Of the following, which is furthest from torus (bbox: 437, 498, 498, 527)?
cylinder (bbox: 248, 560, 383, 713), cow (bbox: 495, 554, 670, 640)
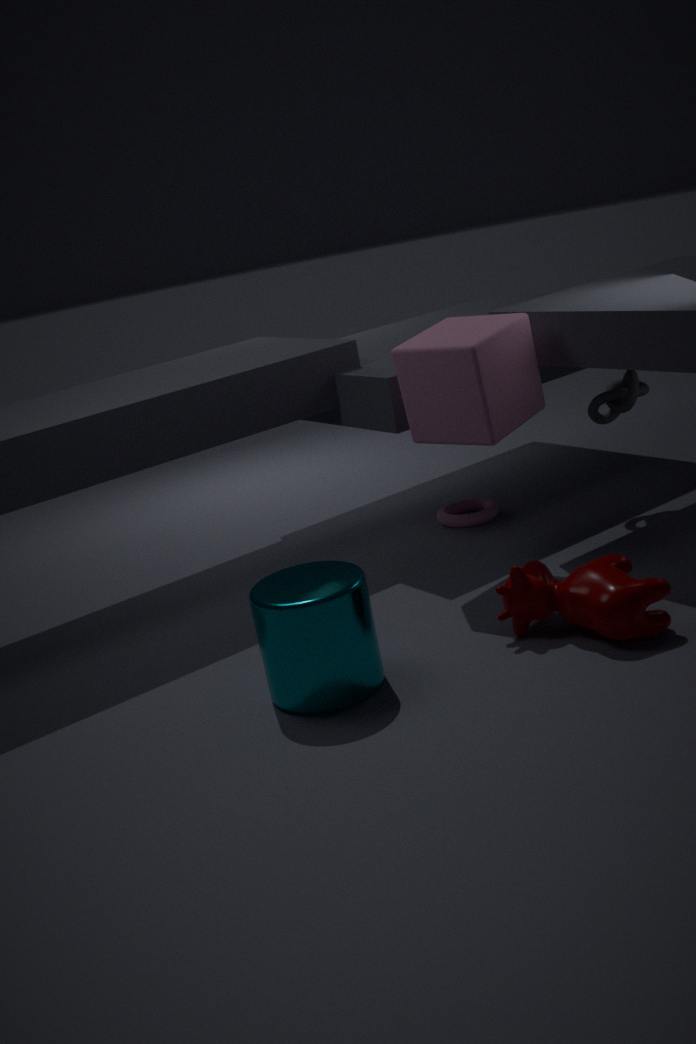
cylinder (bbox: 248, 560, 383, 713)
